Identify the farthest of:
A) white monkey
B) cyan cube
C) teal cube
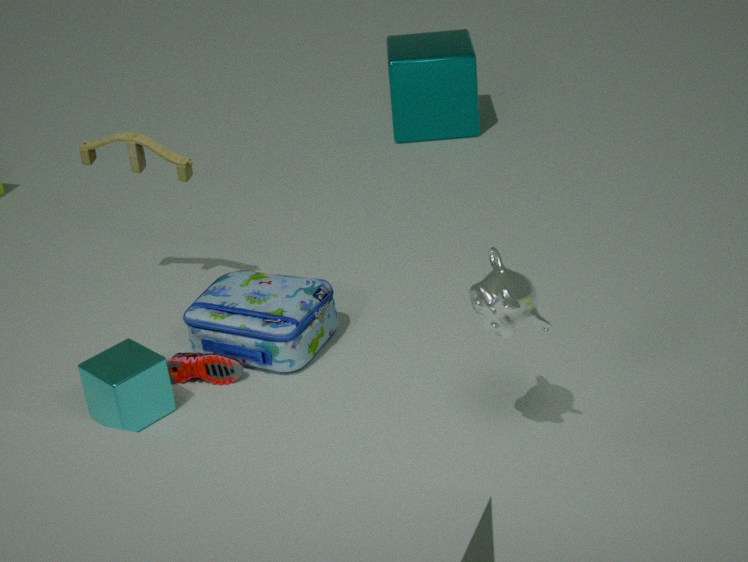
teal cube
